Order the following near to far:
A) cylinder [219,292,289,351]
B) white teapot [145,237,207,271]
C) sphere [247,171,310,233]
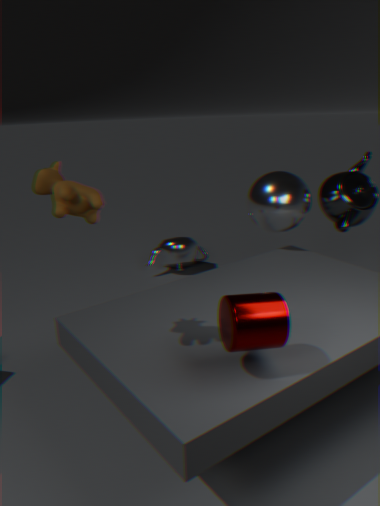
cylinder [219,292,289,351] → sphere [247,171,310,233] → white teapot [145,237,207,271]
